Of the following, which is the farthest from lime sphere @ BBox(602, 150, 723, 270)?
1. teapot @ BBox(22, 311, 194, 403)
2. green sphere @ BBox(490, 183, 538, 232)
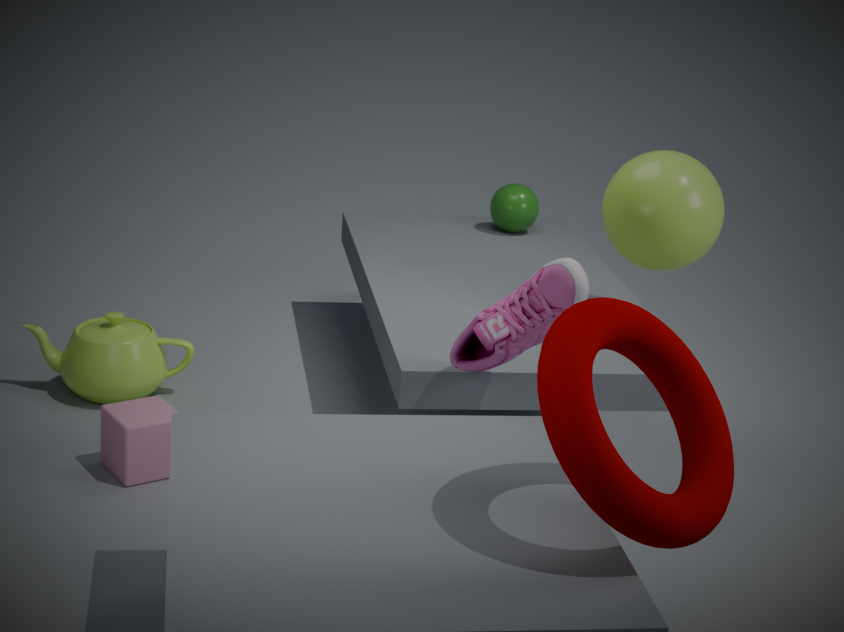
teapot @ BBox(22, 311, 194, 403)
